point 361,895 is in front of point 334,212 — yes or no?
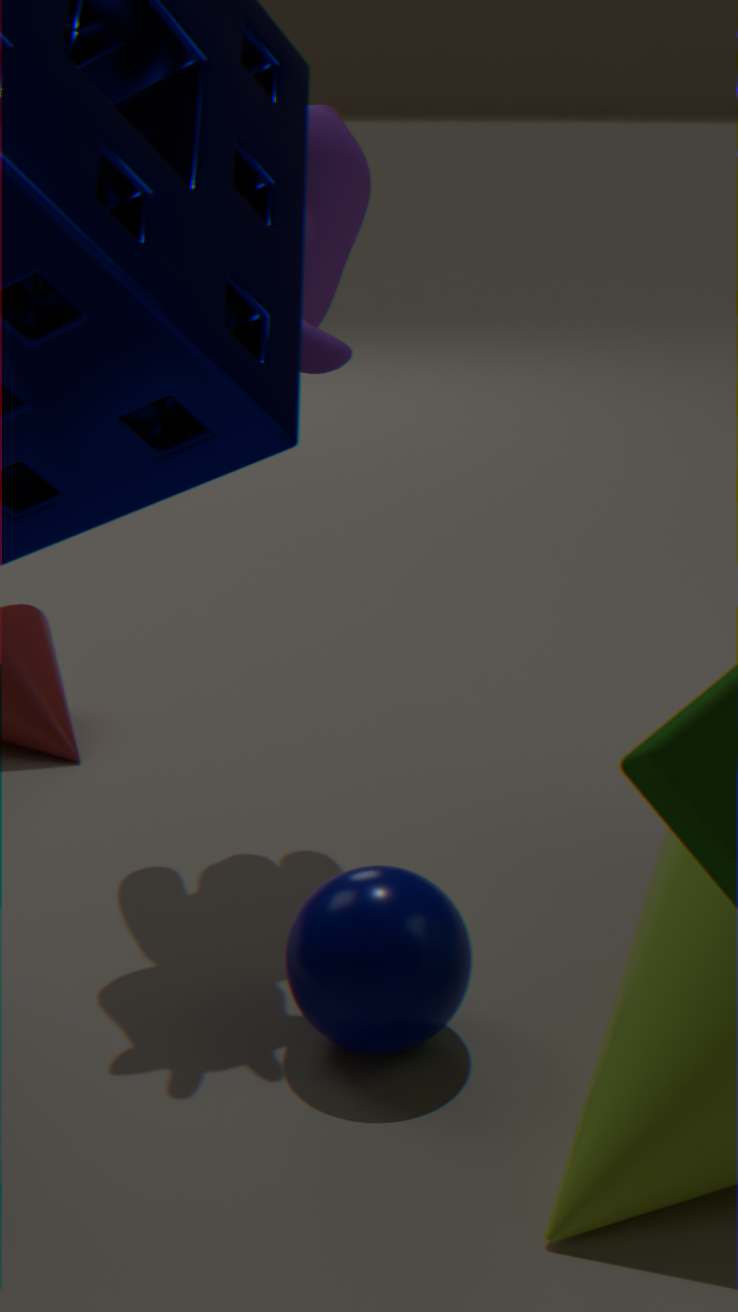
Yes
